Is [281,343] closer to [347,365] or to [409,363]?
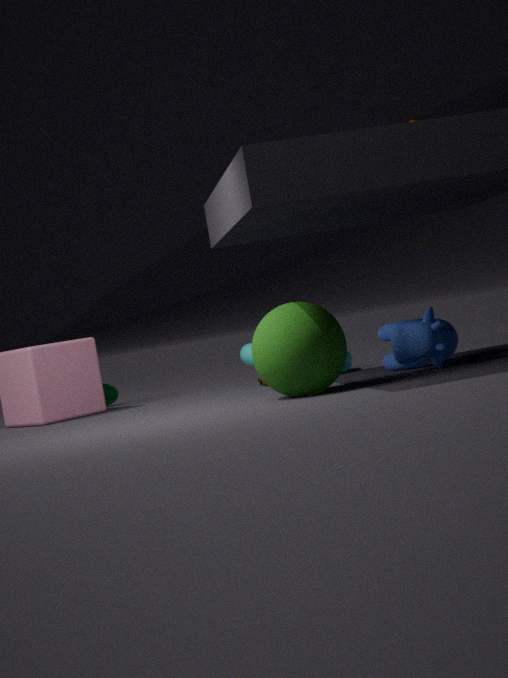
[409,363]
